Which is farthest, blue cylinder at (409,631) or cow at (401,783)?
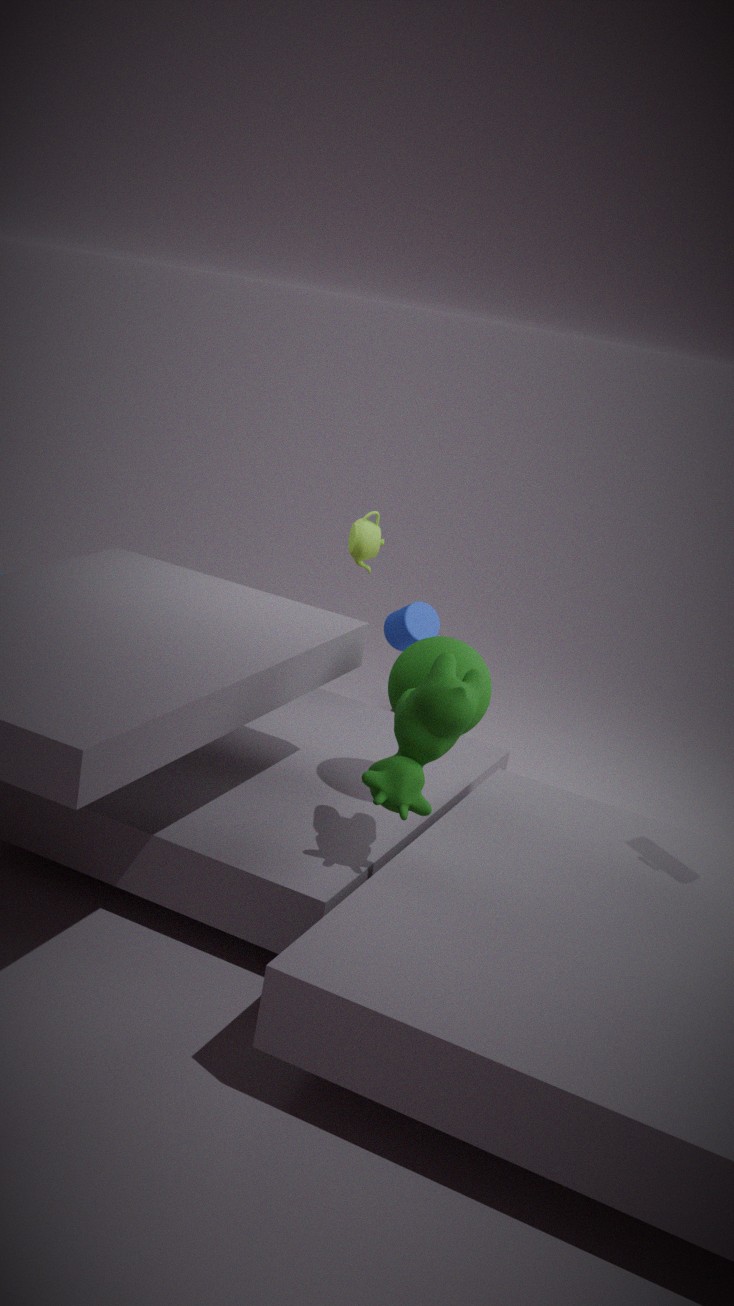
blue cylinder at (409,631)
